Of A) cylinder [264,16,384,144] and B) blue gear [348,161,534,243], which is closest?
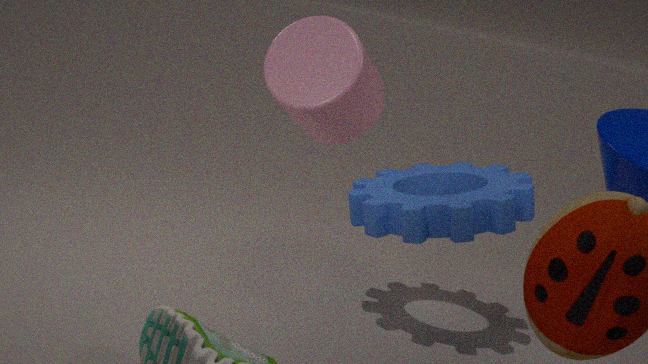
A. cylinder [264,16,384,144]
